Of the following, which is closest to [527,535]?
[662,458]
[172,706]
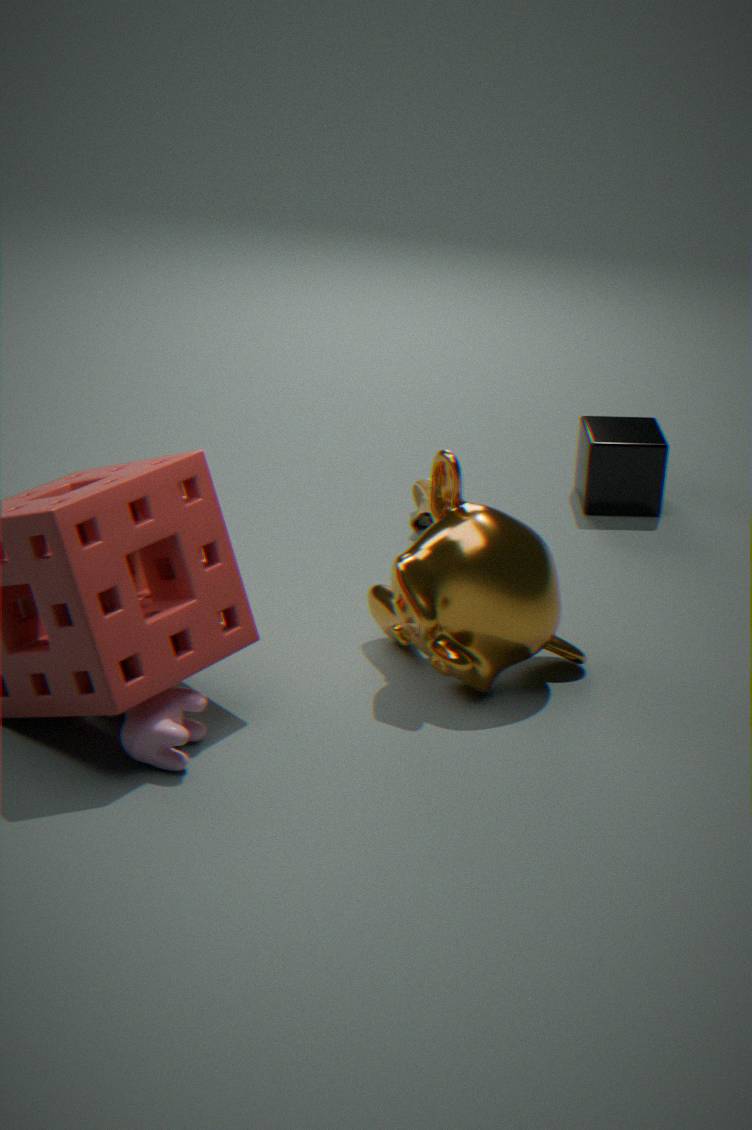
[172,706]
